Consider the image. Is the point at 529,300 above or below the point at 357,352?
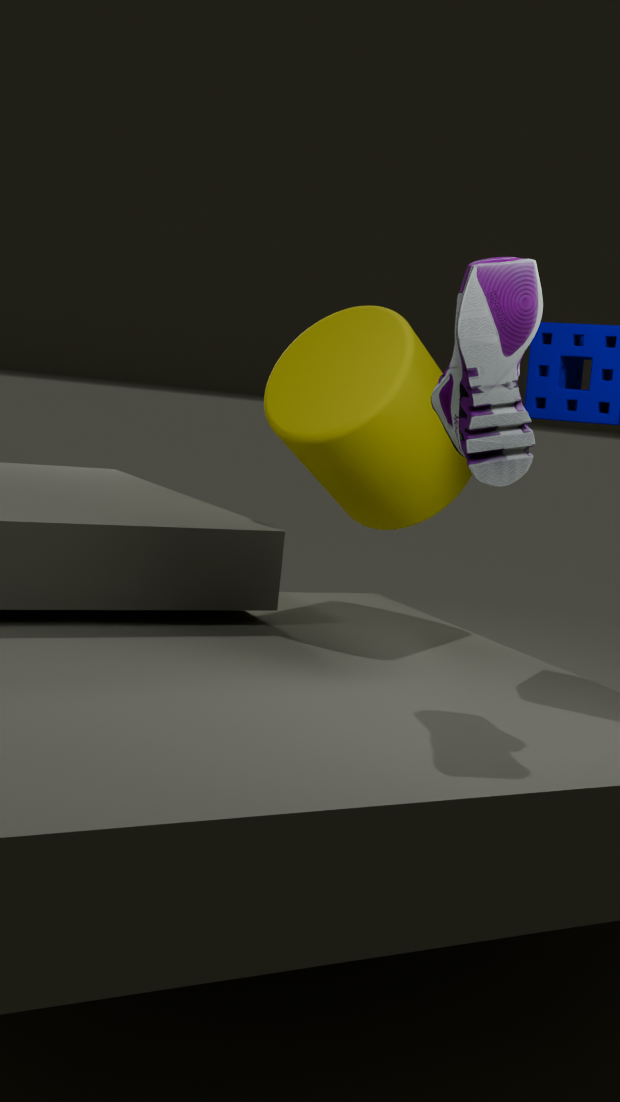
above
